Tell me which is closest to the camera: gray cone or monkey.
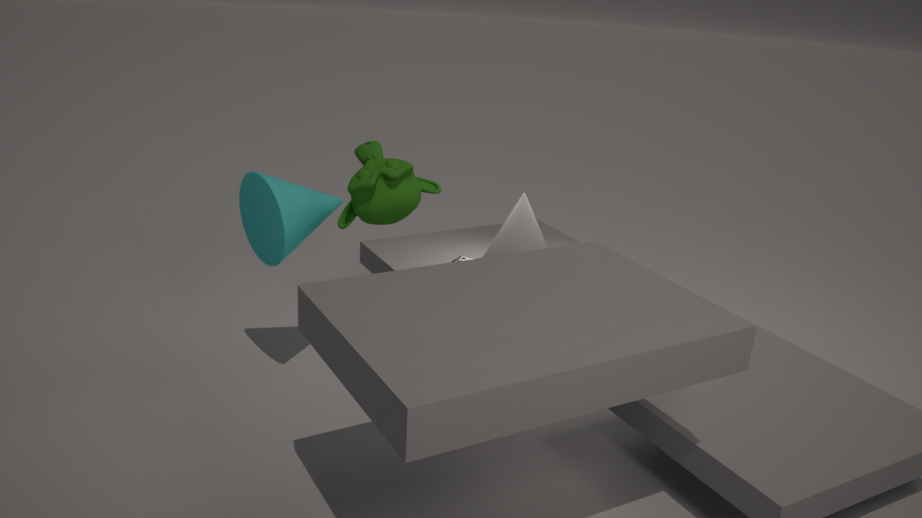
monkey
